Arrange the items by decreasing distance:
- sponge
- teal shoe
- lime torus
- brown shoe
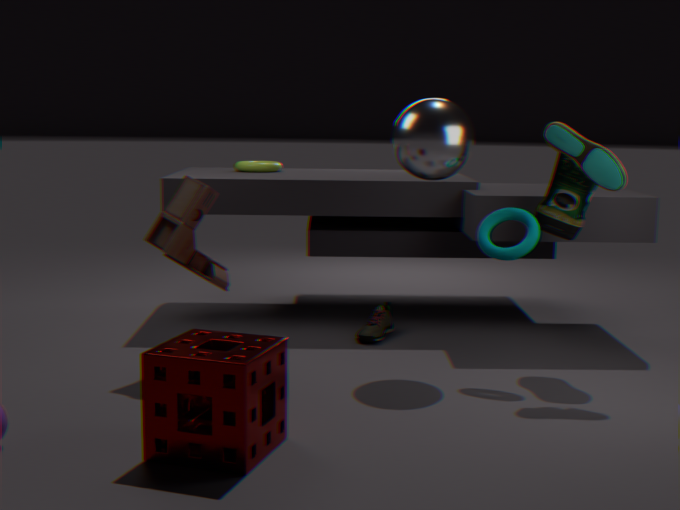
lime torus → brown shoe → teal shoe → sponge
